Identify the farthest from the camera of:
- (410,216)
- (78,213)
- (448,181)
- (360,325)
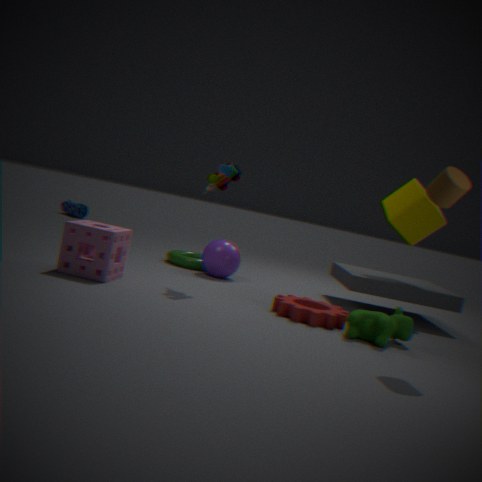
(78,213)
